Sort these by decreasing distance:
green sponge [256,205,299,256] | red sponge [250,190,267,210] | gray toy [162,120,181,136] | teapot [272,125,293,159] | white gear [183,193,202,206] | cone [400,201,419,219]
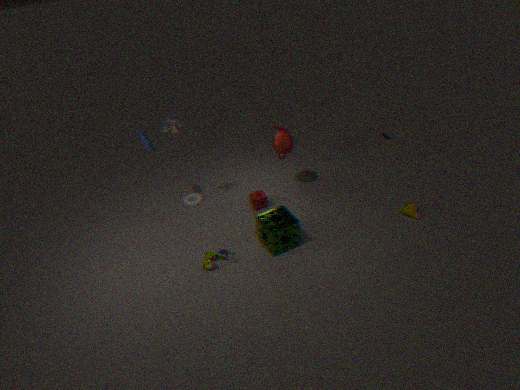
white gear [183,193,202,206] < red sponge [250,190,267,210] < teapot [272,125,293,159] < gray toy [162,120,181,136] < cone [400,201,419,219] < green sponge [256,205,299,256]
